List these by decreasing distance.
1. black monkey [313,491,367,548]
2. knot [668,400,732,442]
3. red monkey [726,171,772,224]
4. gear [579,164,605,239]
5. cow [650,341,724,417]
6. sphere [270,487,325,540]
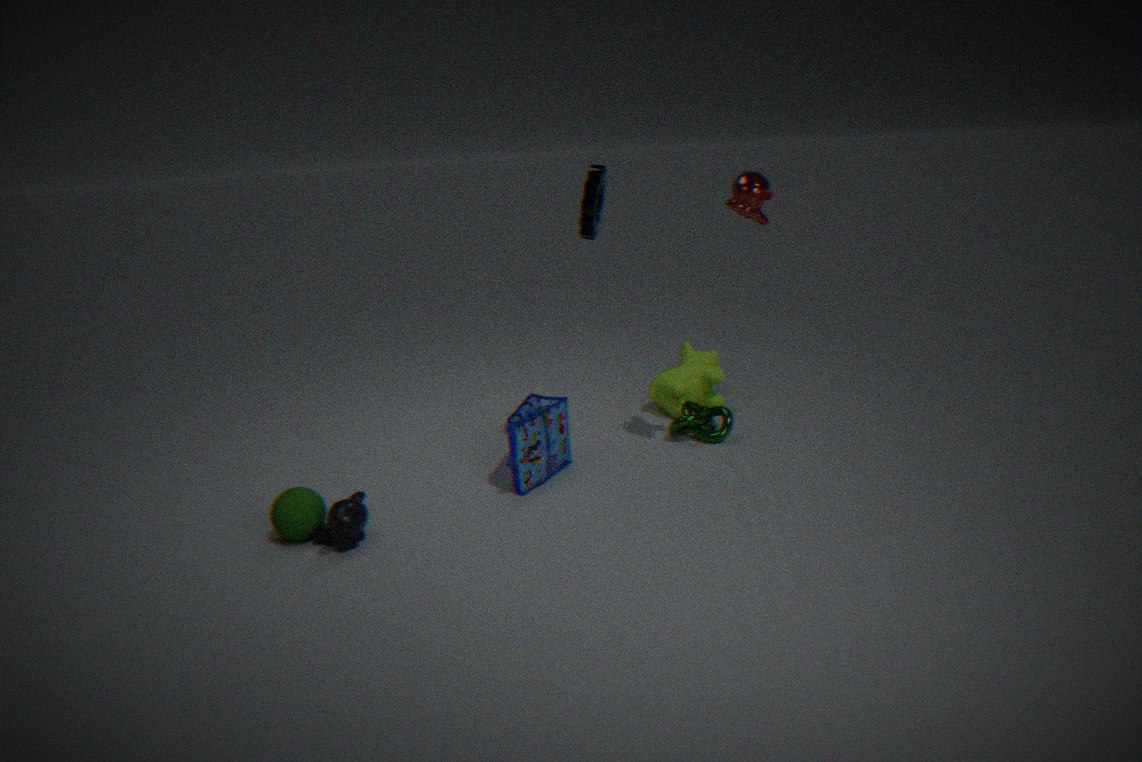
1. cow [650,341,724,417]
2. knot [668,400,732,442]
3. gear [579,164,605,239]
4. red monkey [726,171,772,224]
5. sphere [270,487,325,540]
6. black monkey [313,491,367,548]
